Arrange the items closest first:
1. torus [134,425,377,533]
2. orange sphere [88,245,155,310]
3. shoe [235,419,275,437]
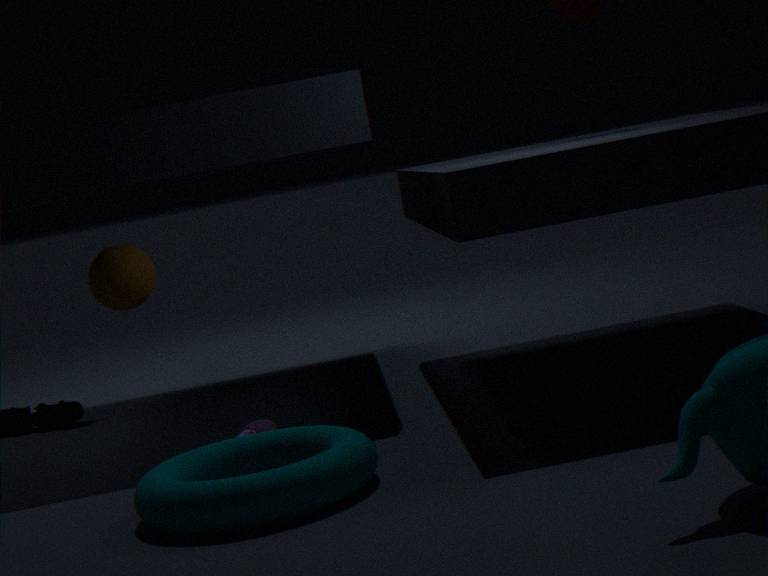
torus [134,425,377,533] → shoe [235,419,275,437] → orange sphere [88,245,155,310]
